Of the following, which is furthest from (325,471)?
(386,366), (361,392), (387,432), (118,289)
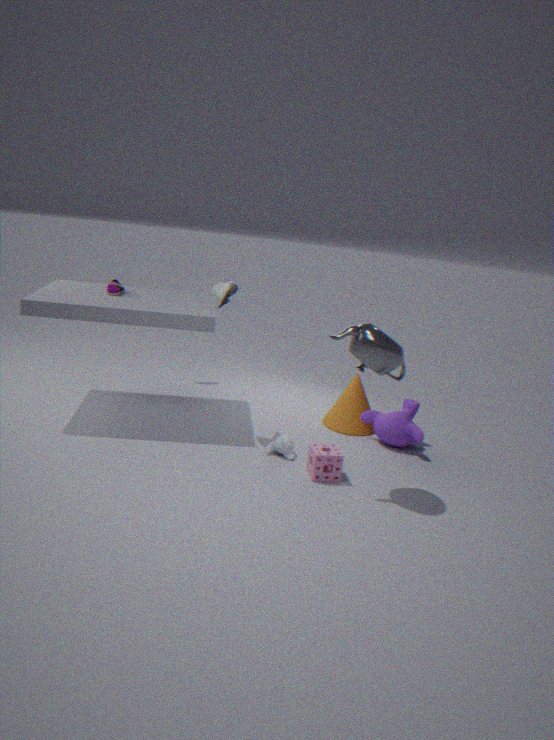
(118,289)
